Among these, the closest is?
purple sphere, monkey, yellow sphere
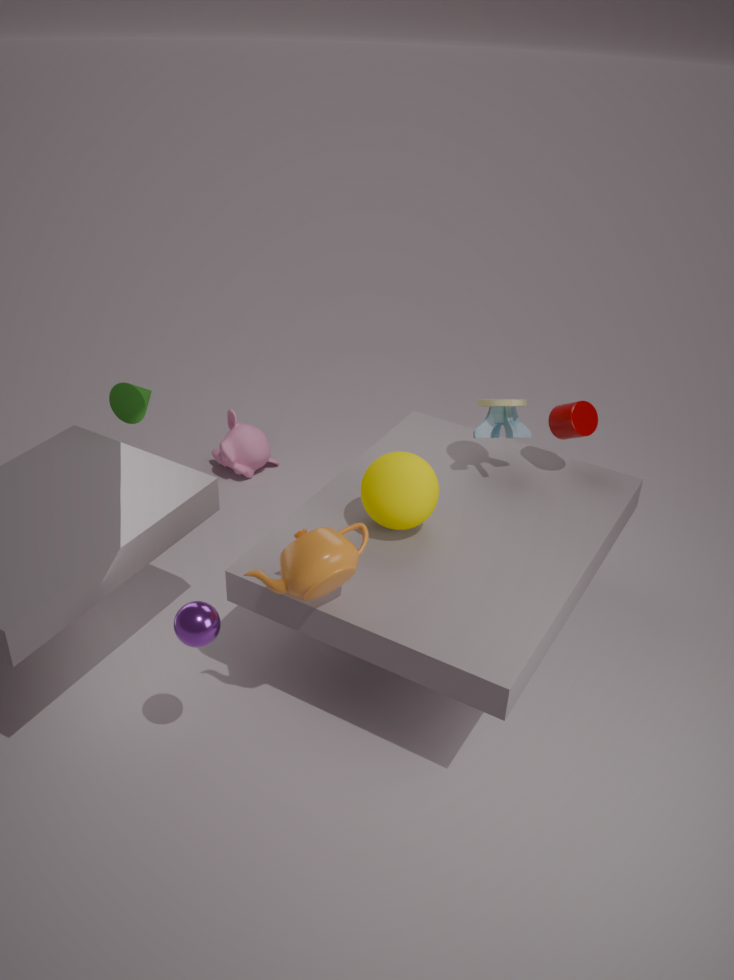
purple sphere
